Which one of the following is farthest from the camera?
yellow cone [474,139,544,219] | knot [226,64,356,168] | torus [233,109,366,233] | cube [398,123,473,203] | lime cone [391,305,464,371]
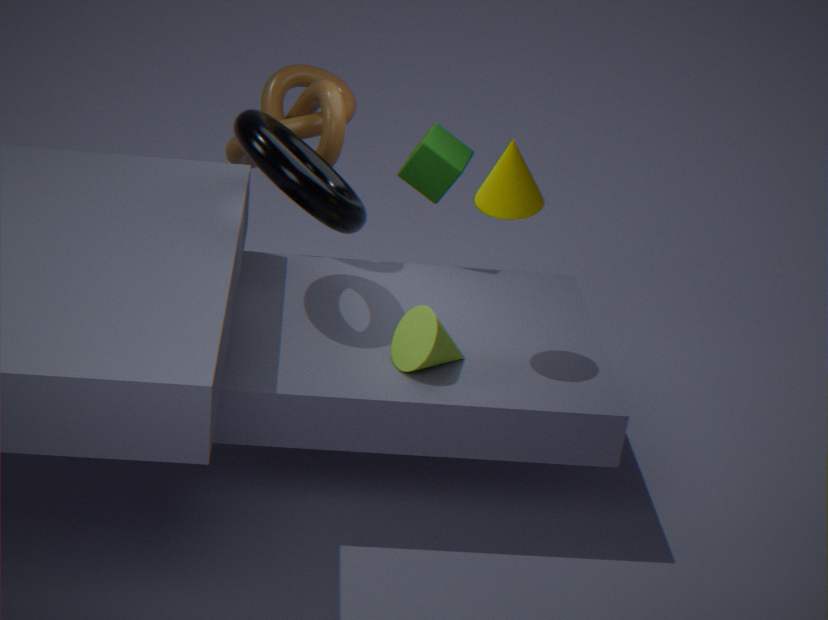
cube [398,123,473,203]
